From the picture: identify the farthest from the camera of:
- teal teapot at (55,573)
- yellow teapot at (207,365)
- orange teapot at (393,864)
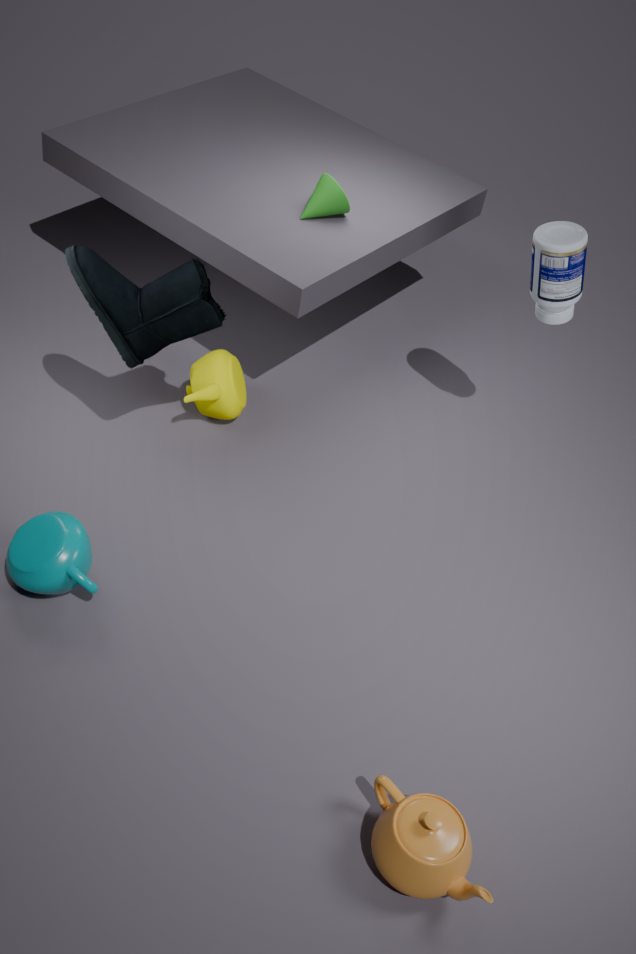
yellow teapot at (207,365)
